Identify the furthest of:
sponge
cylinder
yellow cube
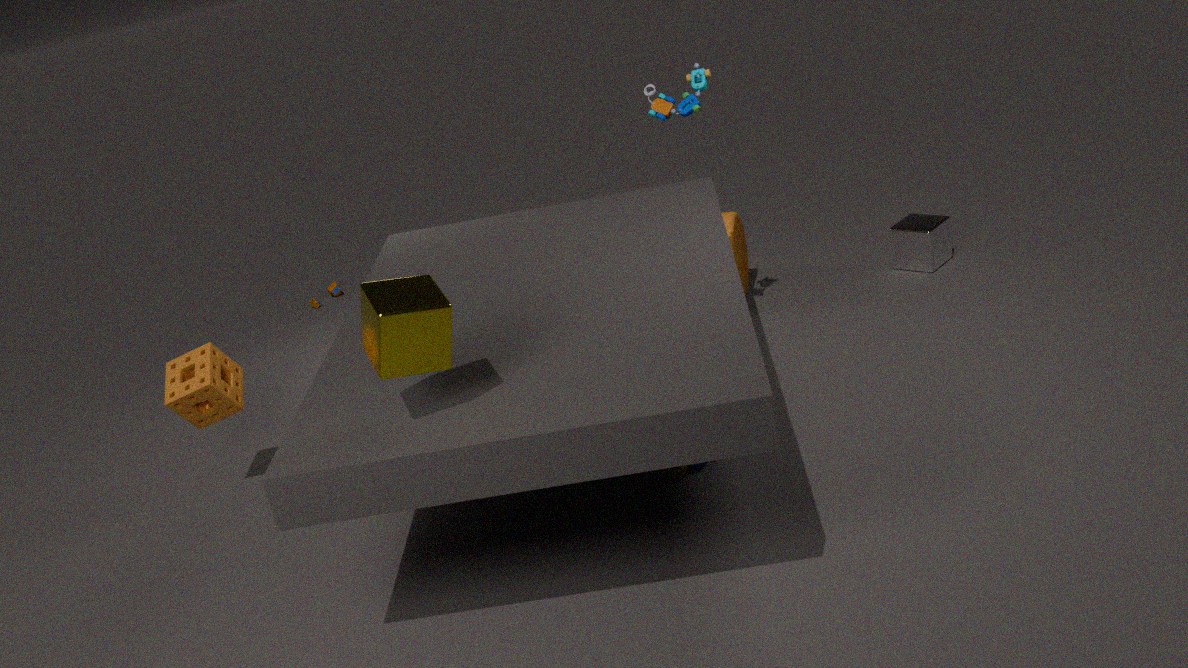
cylinder
